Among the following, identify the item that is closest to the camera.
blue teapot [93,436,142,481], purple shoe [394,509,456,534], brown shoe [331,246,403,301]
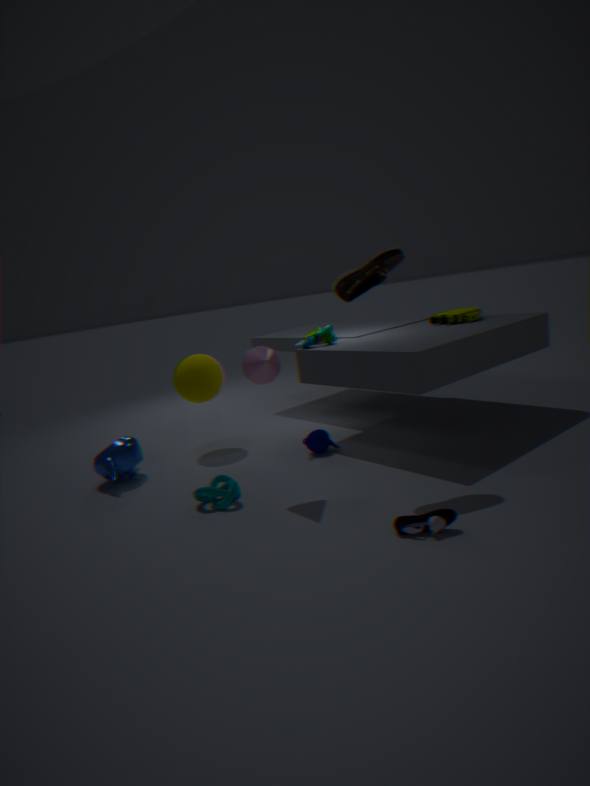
purple shoe [394,509,456,534]
